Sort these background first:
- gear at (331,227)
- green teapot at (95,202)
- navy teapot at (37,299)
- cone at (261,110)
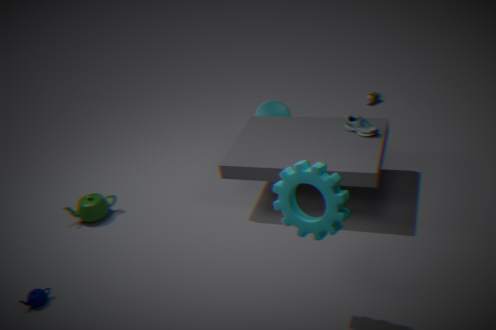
cone at (261,110)
green teapot at (95,202)
navy teapot at (37,299)
gear at (331,227)
